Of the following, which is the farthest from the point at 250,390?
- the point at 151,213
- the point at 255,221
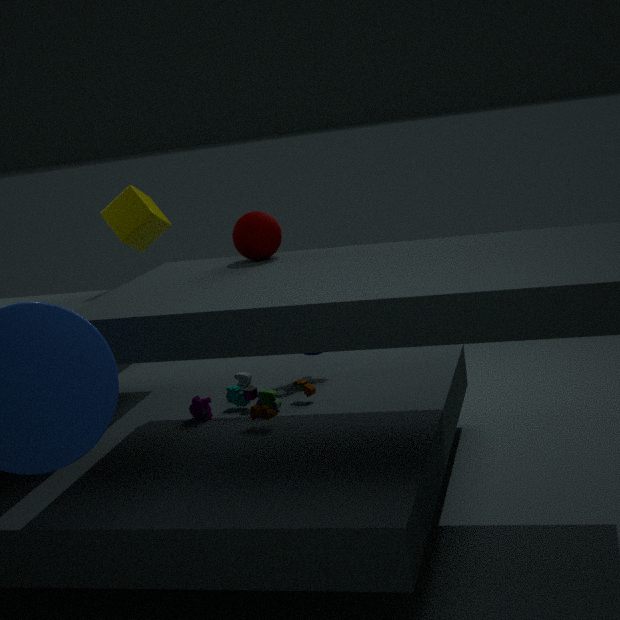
the point at 151,213
